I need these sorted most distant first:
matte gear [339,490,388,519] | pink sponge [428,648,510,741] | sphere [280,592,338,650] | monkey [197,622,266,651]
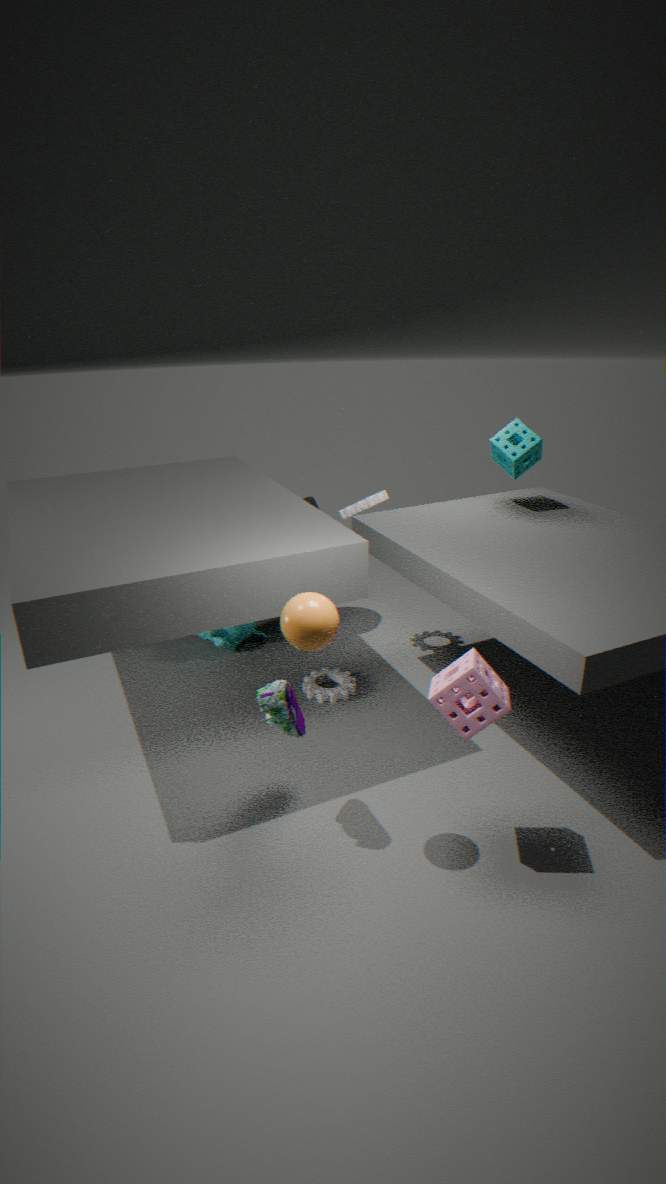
monkey [197,622,266,651] → matte gear [339,490,388,519] → pink sponge [428,648,510,741] → sphere [280,592,338,650]
